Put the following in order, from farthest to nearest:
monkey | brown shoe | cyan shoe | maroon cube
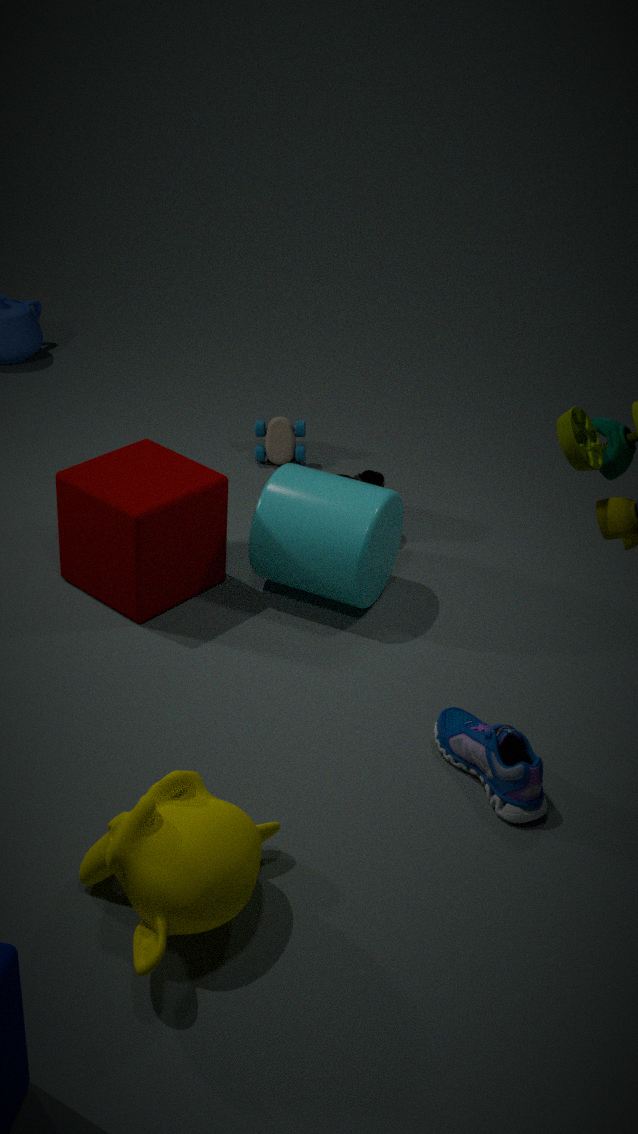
brown shoe, maroon cube, cyan shoe, monkey
